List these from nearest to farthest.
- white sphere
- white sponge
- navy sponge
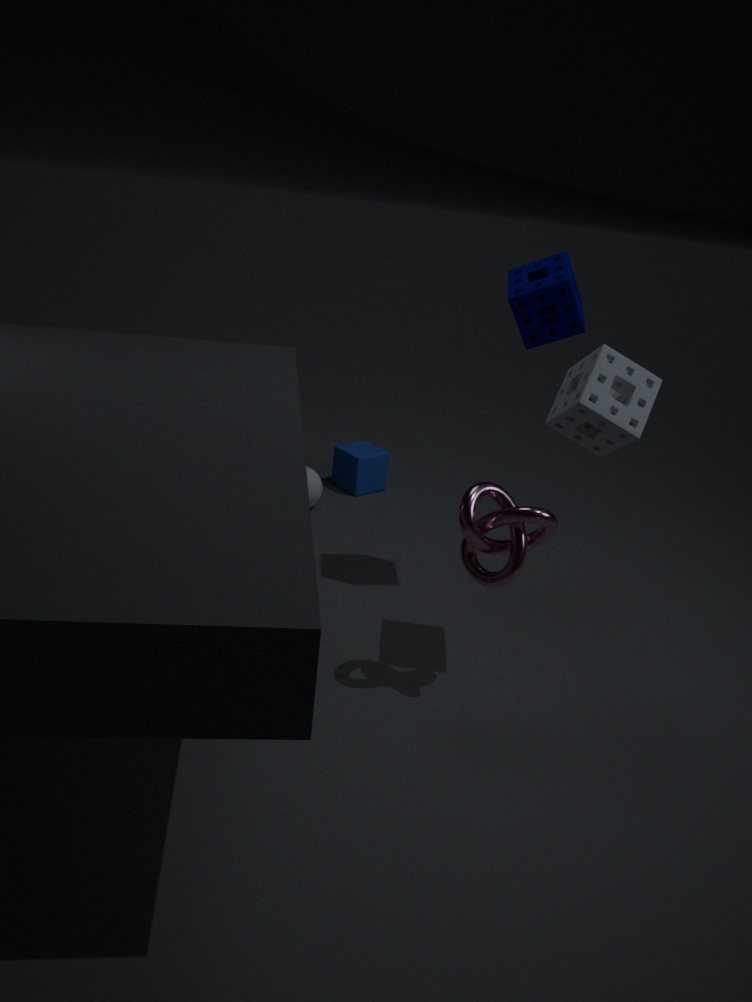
1. white sponge
2. navy sponge
3. white sphere
